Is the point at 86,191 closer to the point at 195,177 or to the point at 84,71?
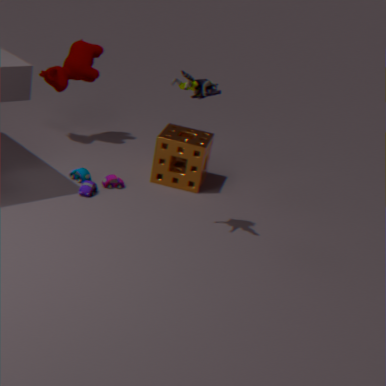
the point at 195,177
